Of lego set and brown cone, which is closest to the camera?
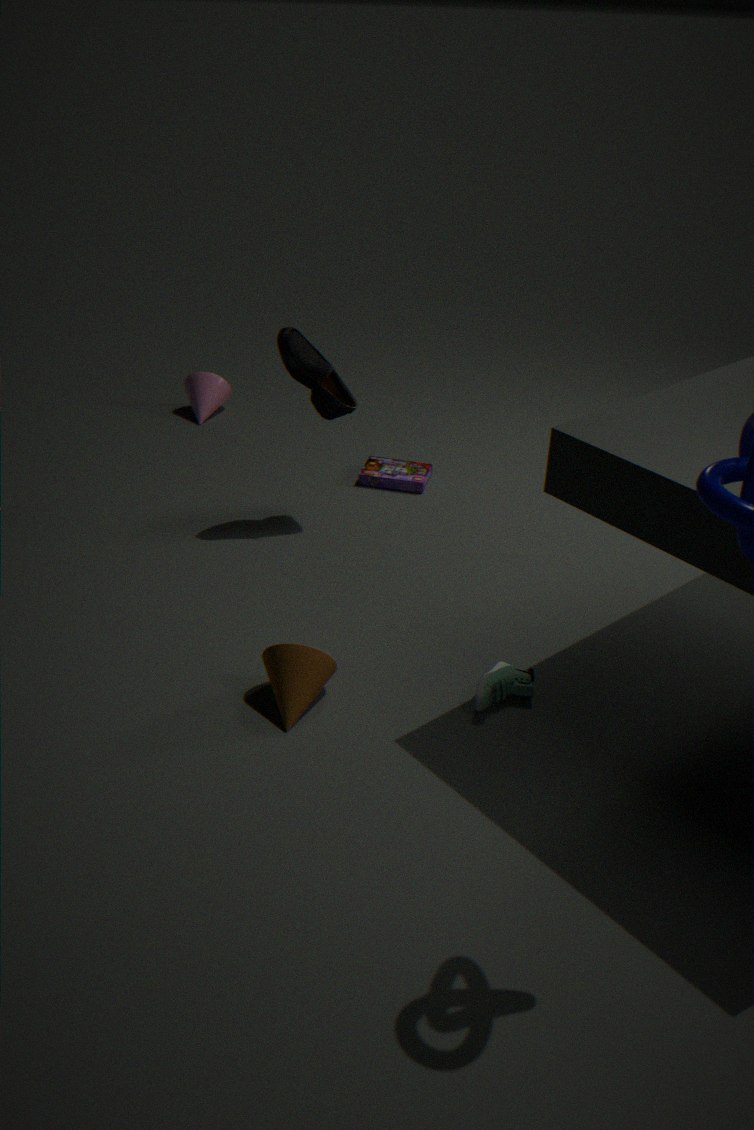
brown cone
